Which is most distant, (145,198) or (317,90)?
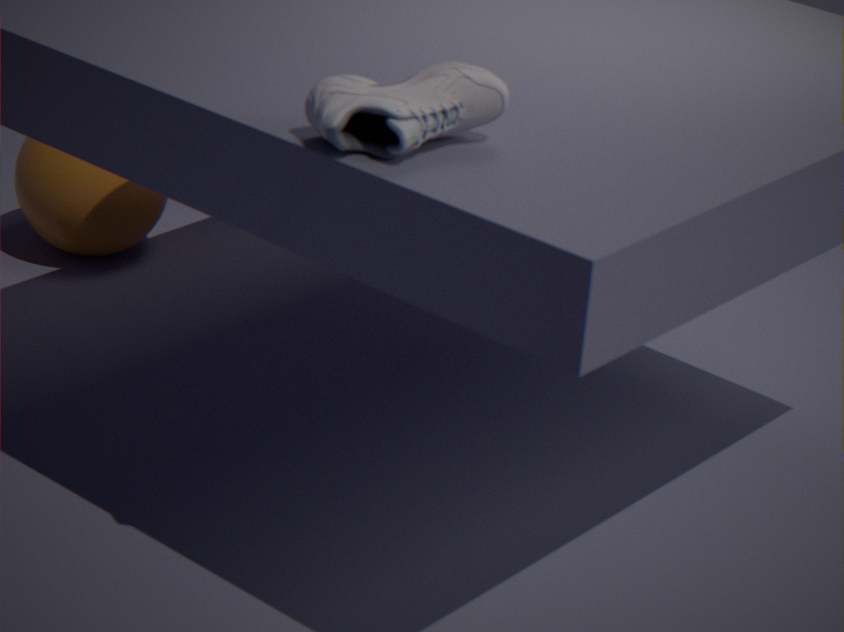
(145,198)
